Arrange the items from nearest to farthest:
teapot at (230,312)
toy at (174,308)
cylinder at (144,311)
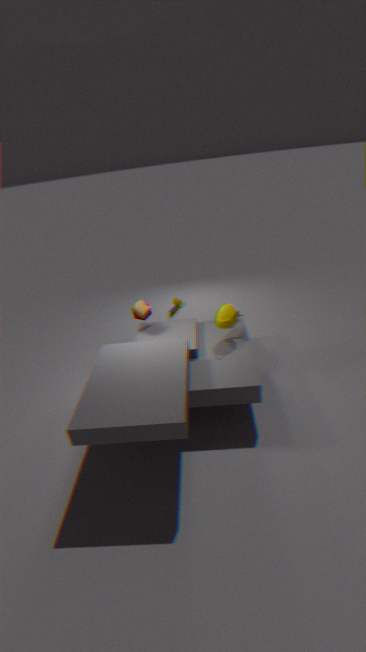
teapot at (230,312), cylinder at (144,311), toy at (174,308)
